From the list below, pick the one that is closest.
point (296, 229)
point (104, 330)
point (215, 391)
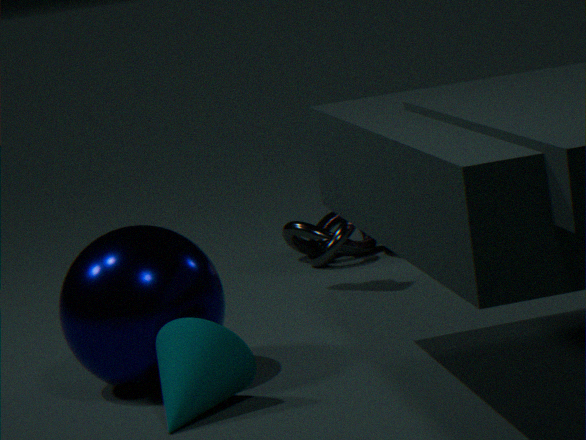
point (215, 391)
